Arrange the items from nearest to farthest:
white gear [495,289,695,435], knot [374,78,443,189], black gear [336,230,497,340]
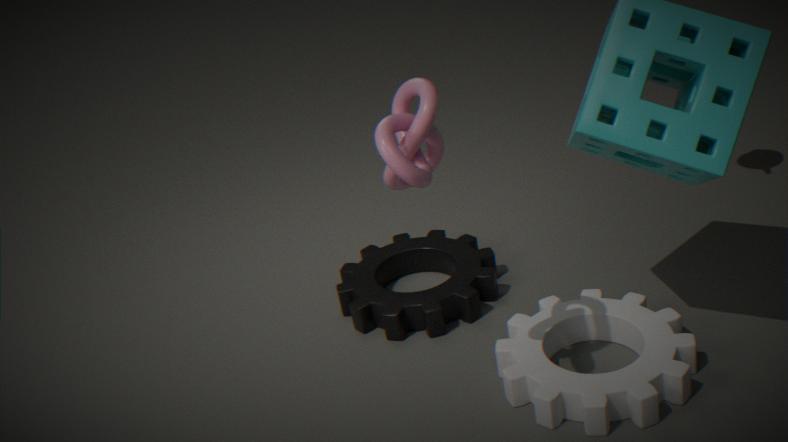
knot [374,78,443,189] < white gear [495,289,695,435] < black gear [336,230,497,340]
